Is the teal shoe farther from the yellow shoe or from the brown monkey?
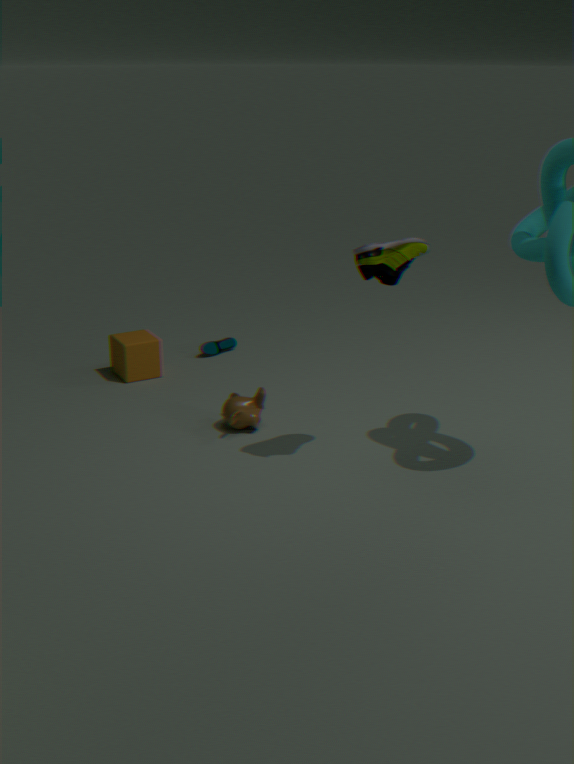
the yellow shoe
